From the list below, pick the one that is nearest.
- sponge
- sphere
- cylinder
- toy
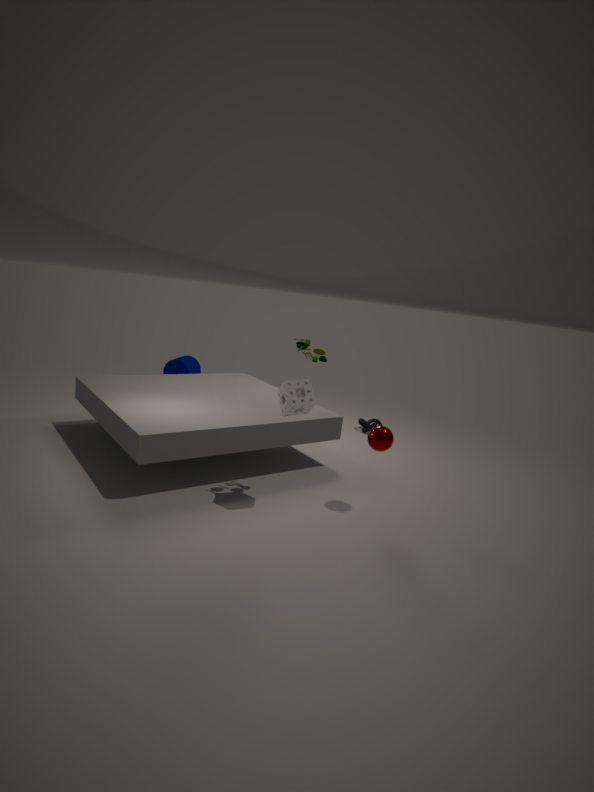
sponge
